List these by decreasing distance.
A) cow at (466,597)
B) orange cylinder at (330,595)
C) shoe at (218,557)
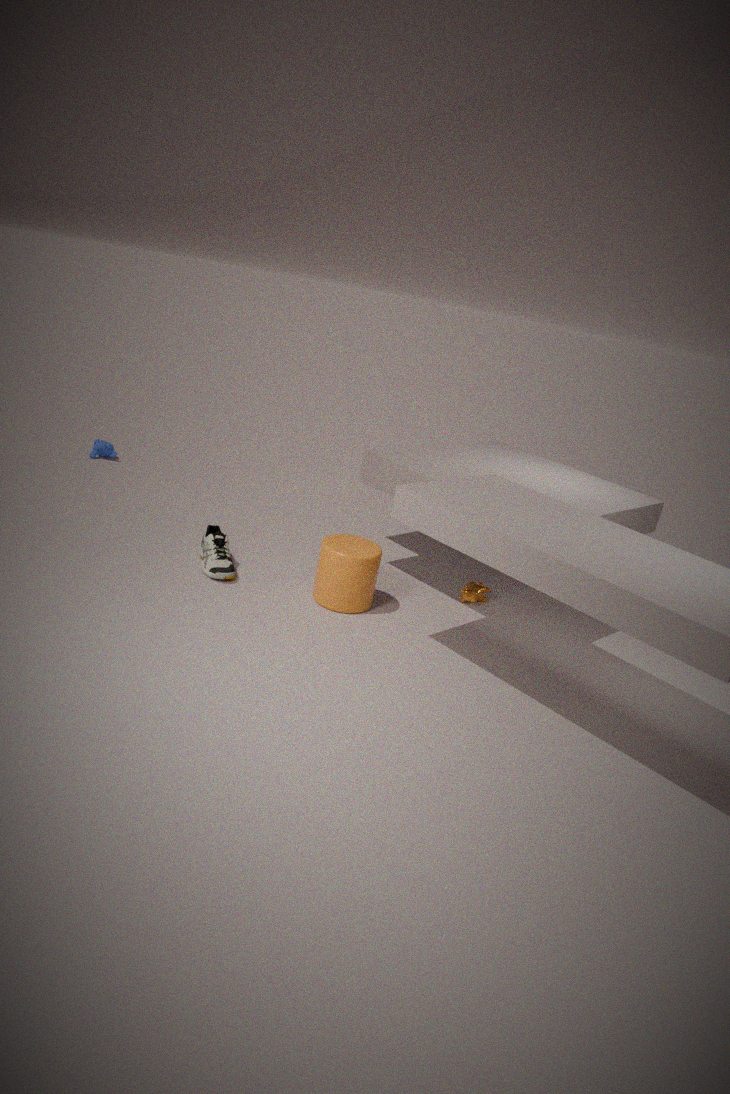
cow at (466,597) < shoe at (218,557) < orange cylinder at (330,595)
